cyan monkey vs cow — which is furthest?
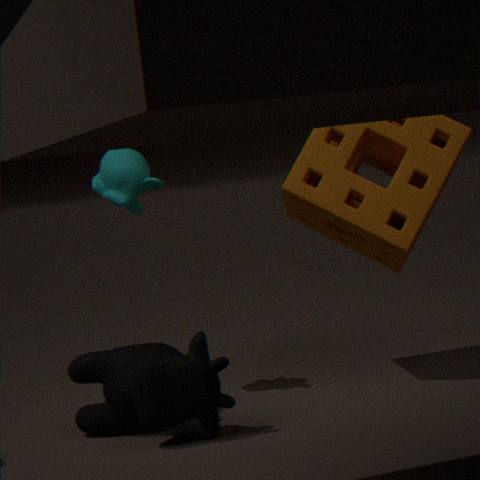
cyan monkey
